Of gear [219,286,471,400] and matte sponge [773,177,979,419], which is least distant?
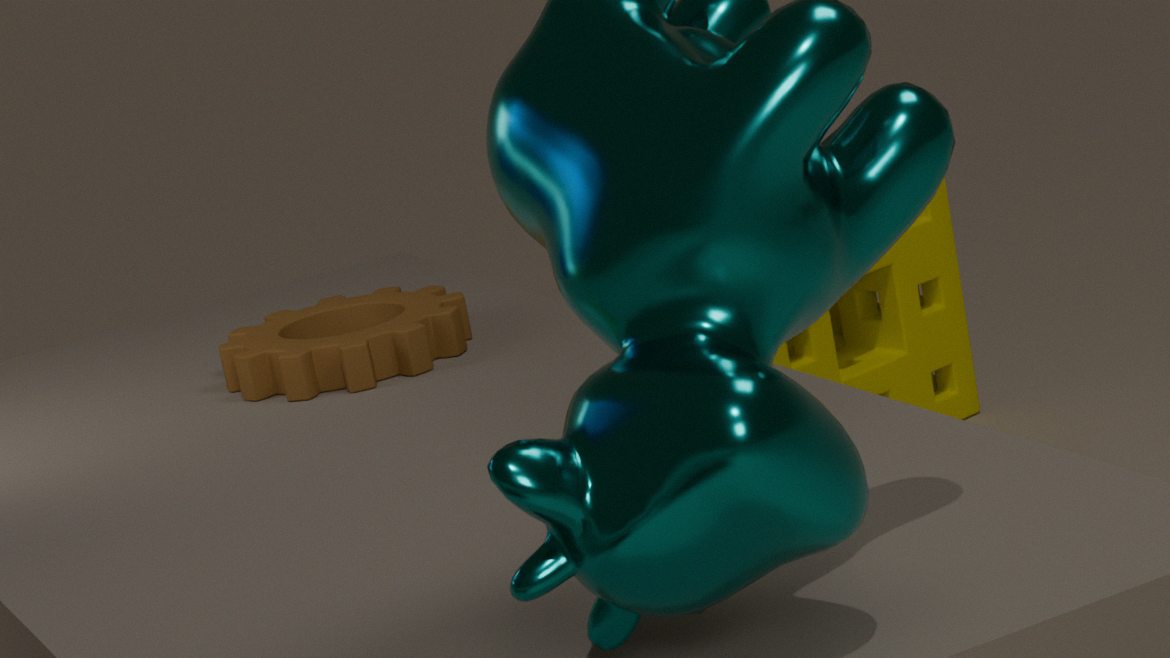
gear [219,286,471,400]
